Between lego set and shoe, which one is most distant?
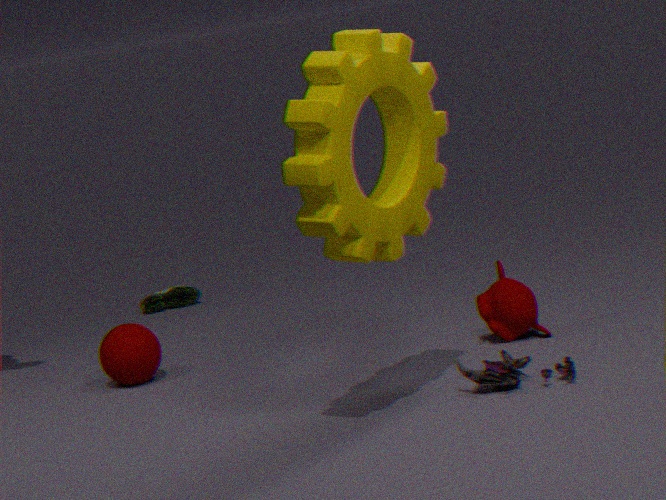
shoe
